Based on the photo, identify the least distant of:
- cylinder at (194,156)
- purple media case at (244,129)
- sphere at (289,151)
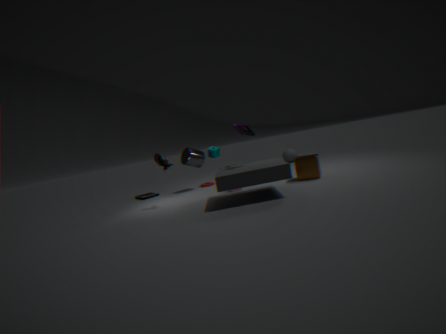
purple media case at (244,129)
